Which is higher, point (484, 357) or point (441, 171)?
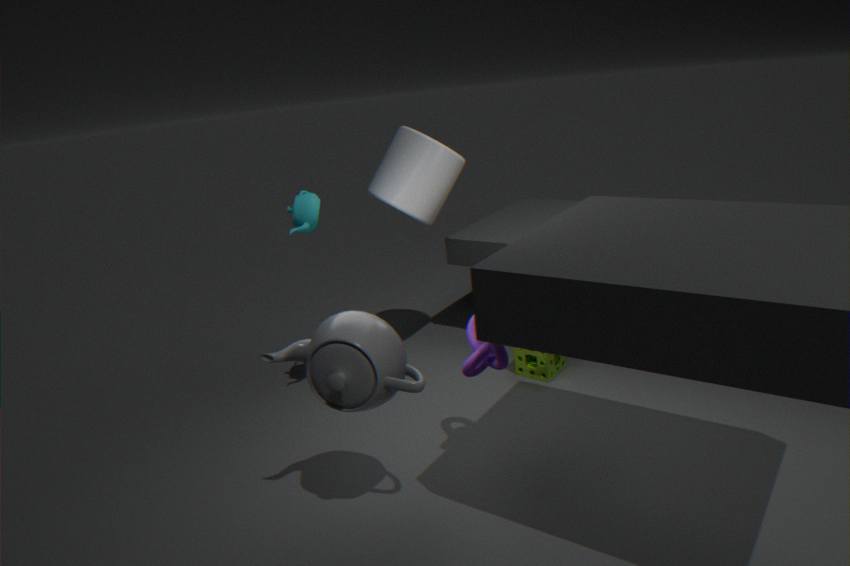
point (441, 171)
